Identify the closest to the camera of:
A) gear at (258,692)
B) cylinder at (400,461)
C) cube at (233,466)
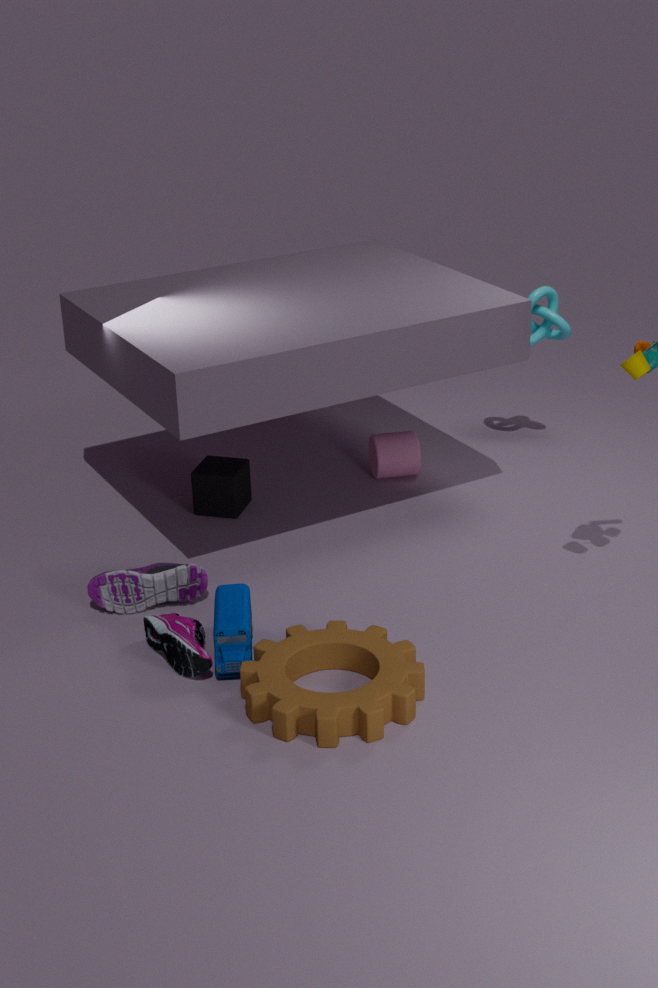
gear at (258,692)
